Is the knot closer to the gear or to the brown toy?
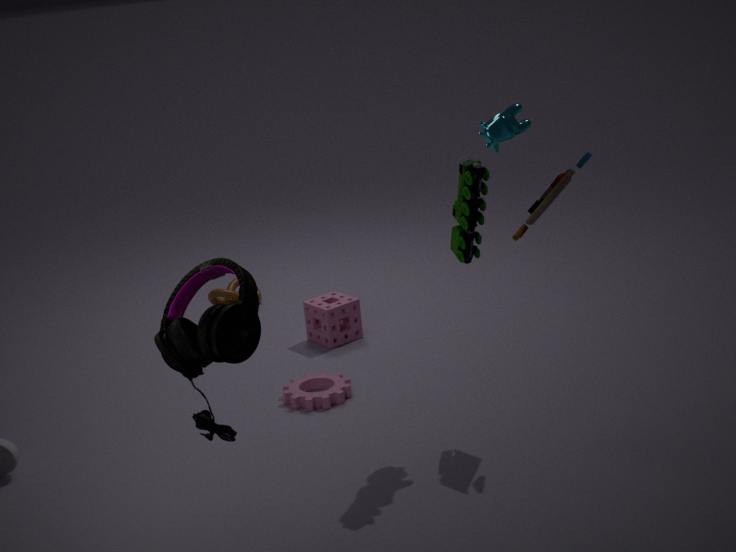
the gear
